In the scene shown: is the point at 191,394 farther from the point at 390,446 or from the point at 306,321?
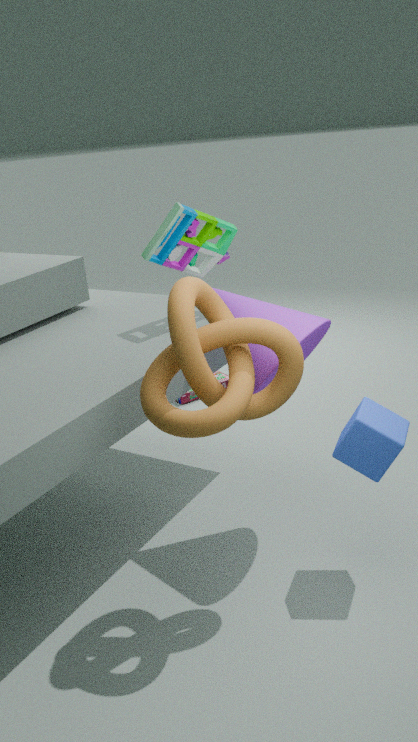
the point at 390,446
